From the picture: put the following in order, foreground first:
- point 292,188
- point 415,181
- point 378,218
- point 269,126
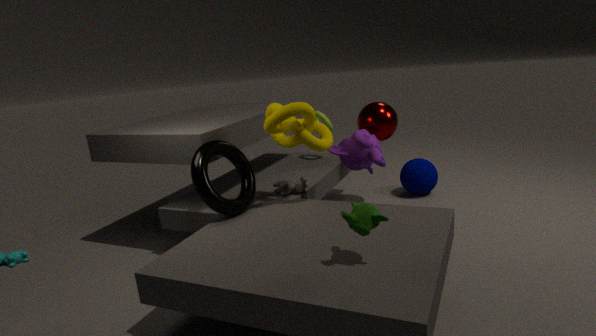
point 378,218 → point 269,126 → point 292,188 → point 415,181
